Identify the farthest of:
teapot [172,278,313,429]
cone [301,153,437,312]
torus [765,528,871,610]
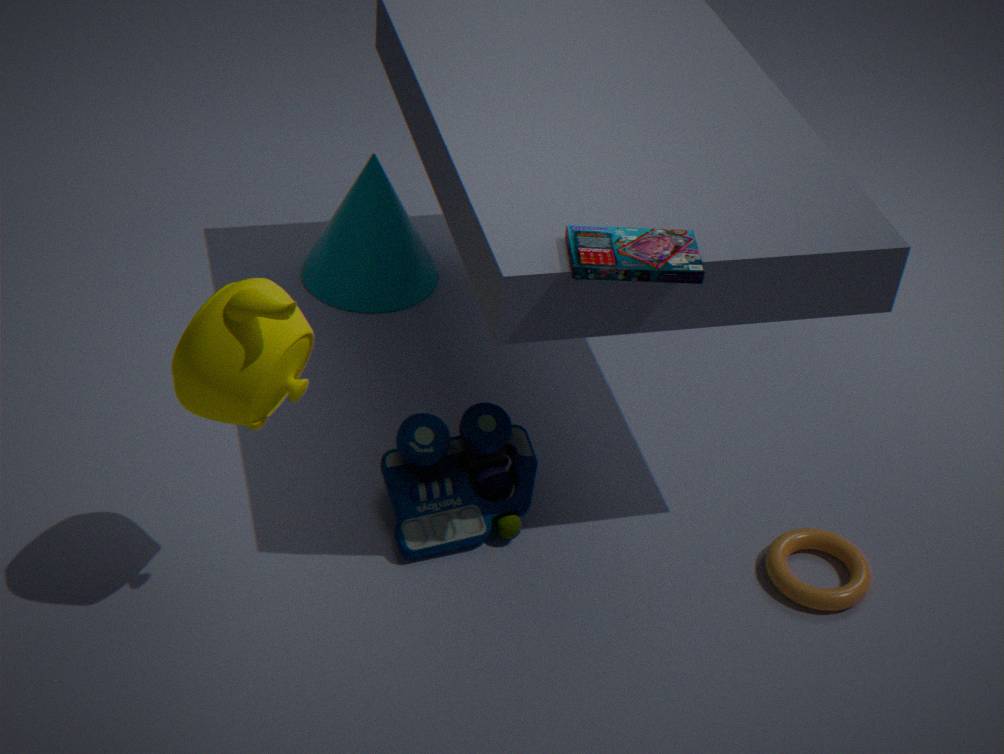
cone [301,153,437,312]
